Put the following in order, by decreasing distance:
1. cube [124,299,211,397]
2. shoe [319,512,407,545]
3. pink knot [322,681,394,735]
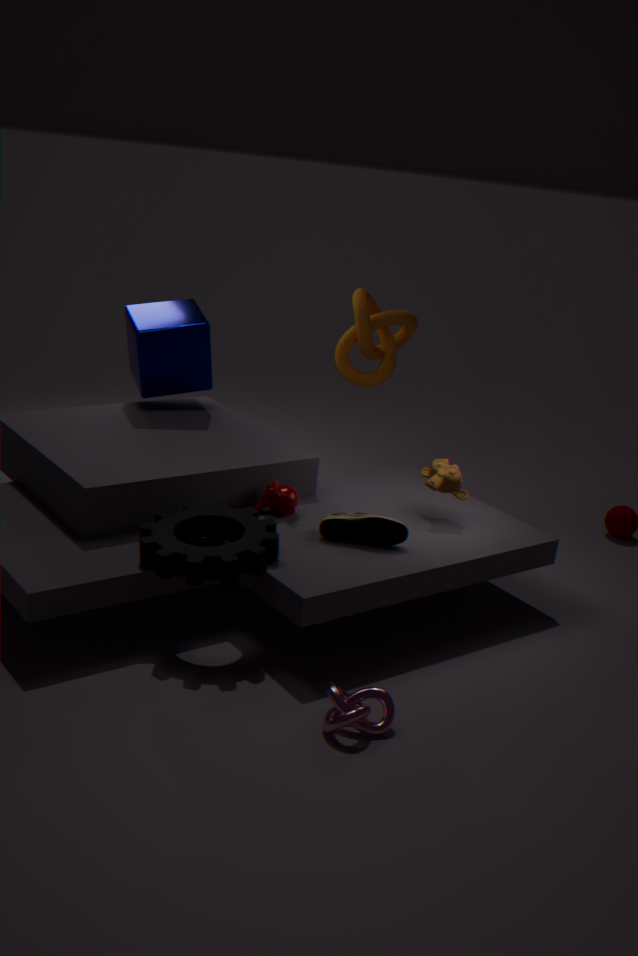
cube [124,299,211,397]
shoe [319,512,407,545]
pink knot [322,681,394,735]
